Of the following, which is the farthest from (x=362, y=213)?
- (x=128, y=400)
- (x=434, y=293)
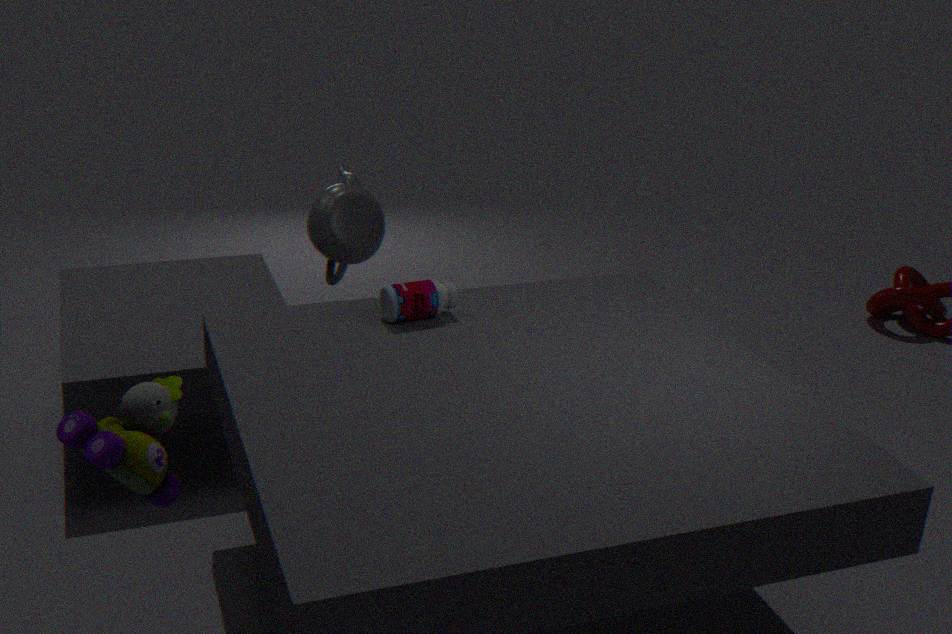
(x=128, y=400)
